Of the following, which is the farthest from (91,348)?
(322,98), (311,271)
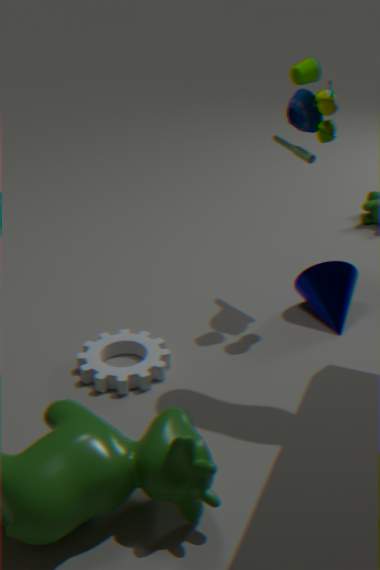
(322,98)
